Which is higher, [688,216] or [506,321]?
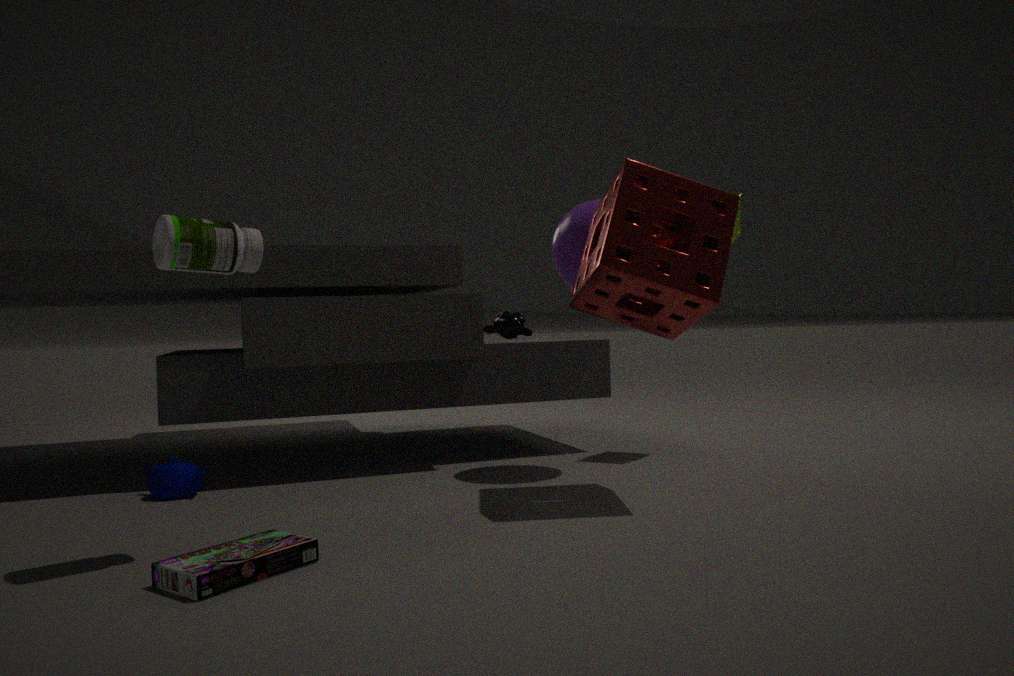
[688,216]
